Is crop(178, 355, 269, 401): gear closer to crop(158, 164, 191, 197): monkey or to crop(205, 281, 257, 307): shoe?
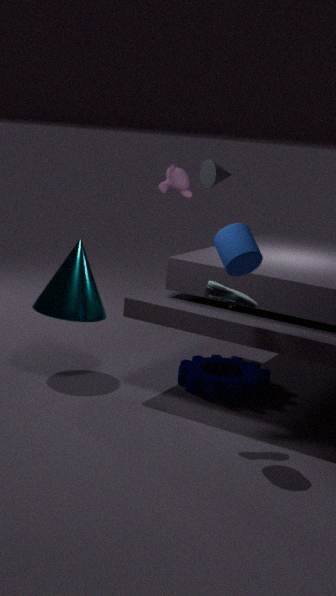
crop(205, 281, 257, 307): shoe
